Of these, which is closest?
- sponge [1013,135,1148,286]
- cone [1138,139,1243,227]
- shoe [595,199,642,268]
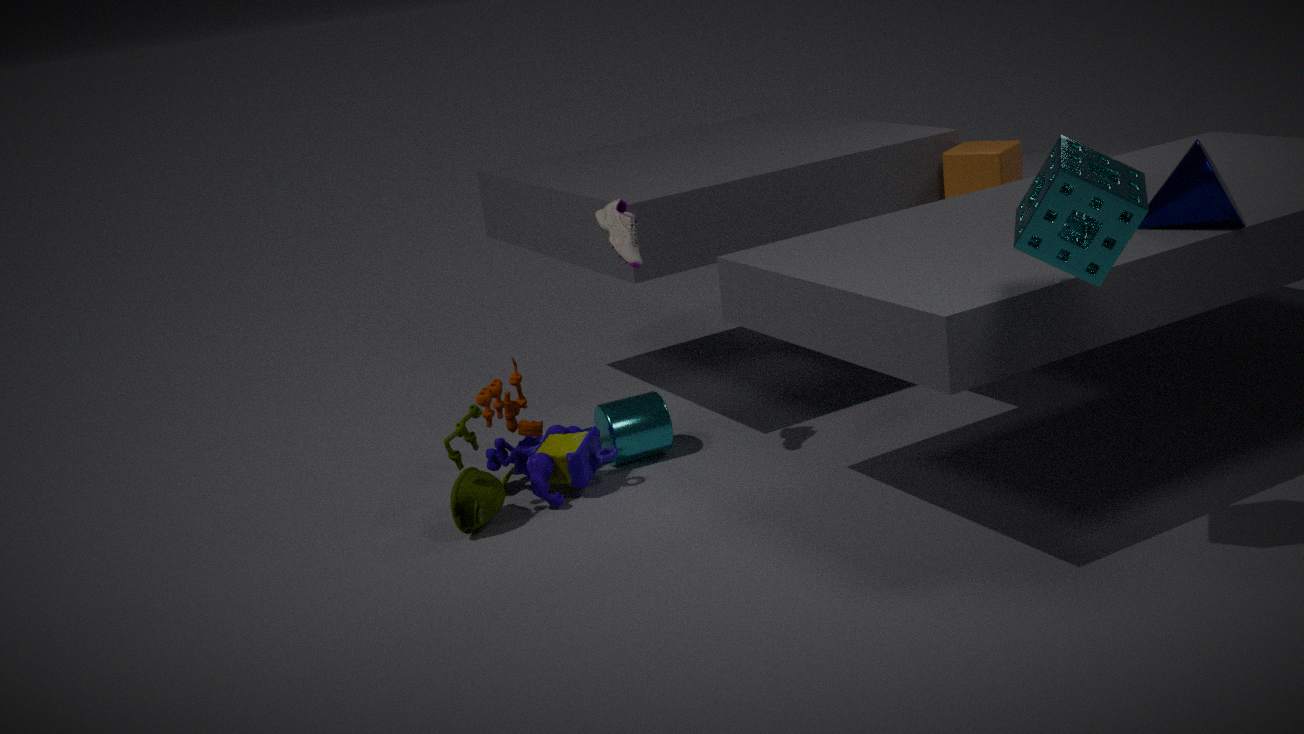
sponge [1013,135,1148,286]
